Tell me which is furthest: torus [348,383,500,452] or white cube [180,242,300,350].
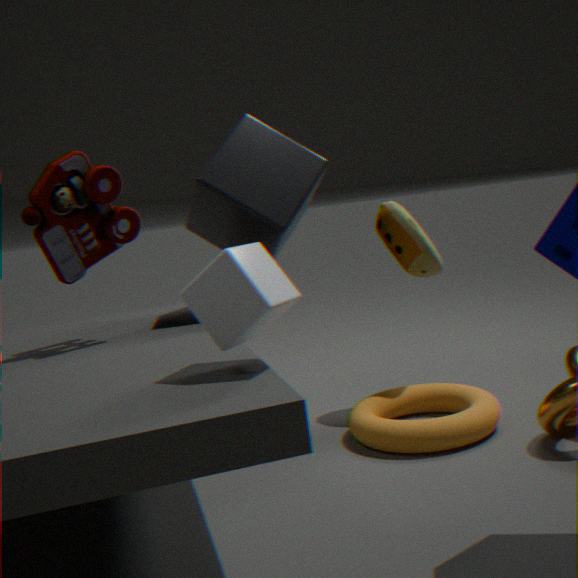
torus [348,383,500,452]
